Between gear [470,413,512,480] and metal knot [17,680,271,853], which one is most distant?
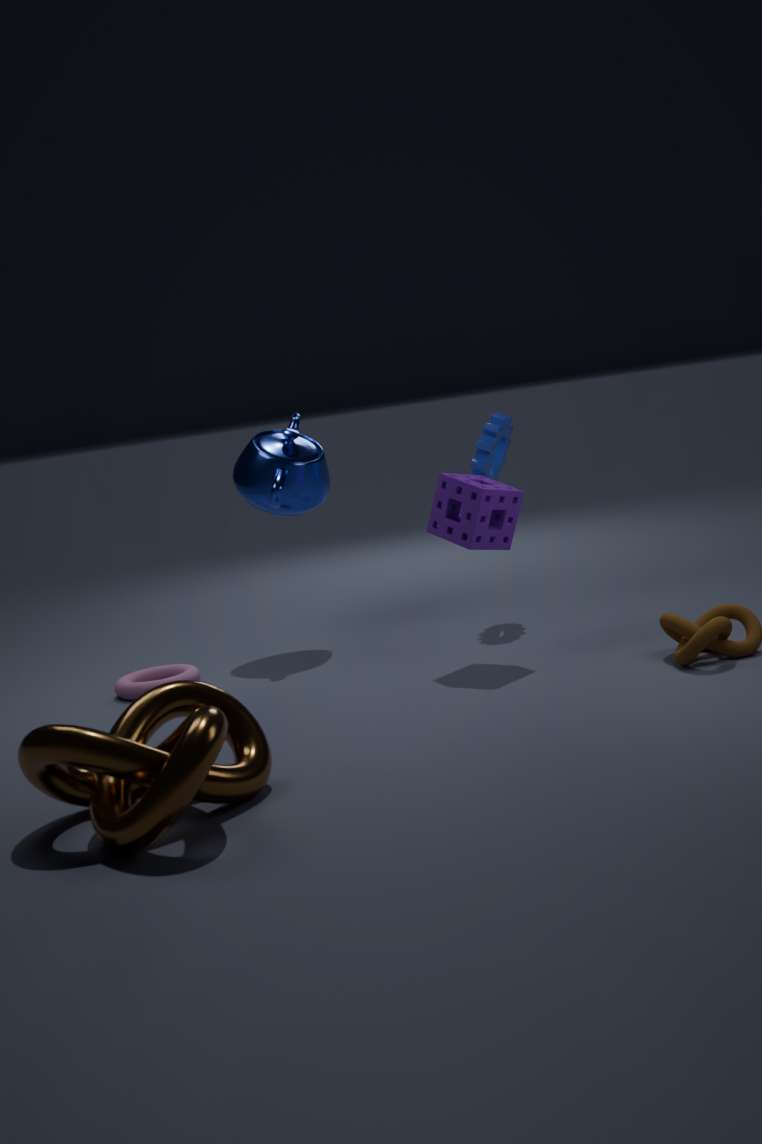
gear [470,413,512,480]
